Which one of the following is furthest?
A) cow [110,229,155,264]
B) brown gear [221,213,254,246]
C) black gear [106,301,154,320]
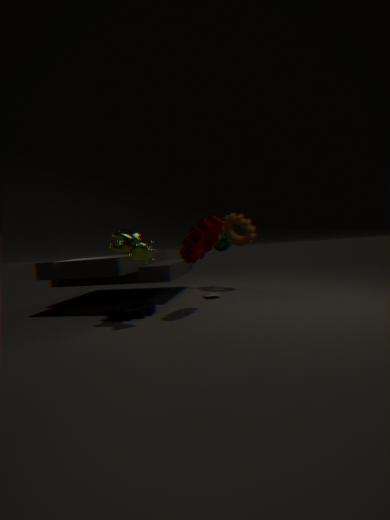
brown gear [221,213,254,246]
